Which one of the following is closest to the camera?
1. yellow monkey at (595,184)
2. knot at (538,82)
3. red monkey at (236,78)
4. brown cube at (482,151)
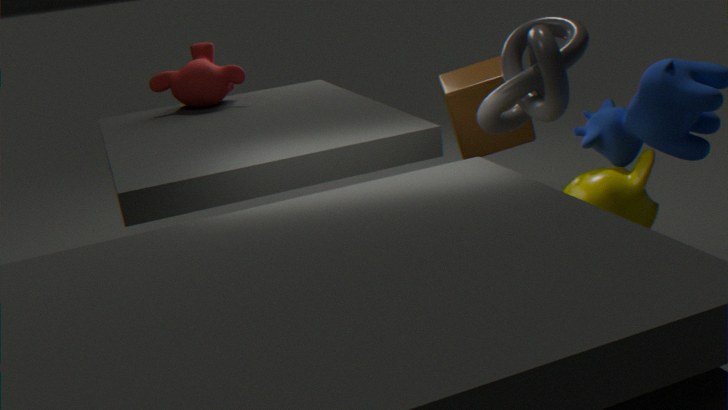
yellow monkey at (595,184)
